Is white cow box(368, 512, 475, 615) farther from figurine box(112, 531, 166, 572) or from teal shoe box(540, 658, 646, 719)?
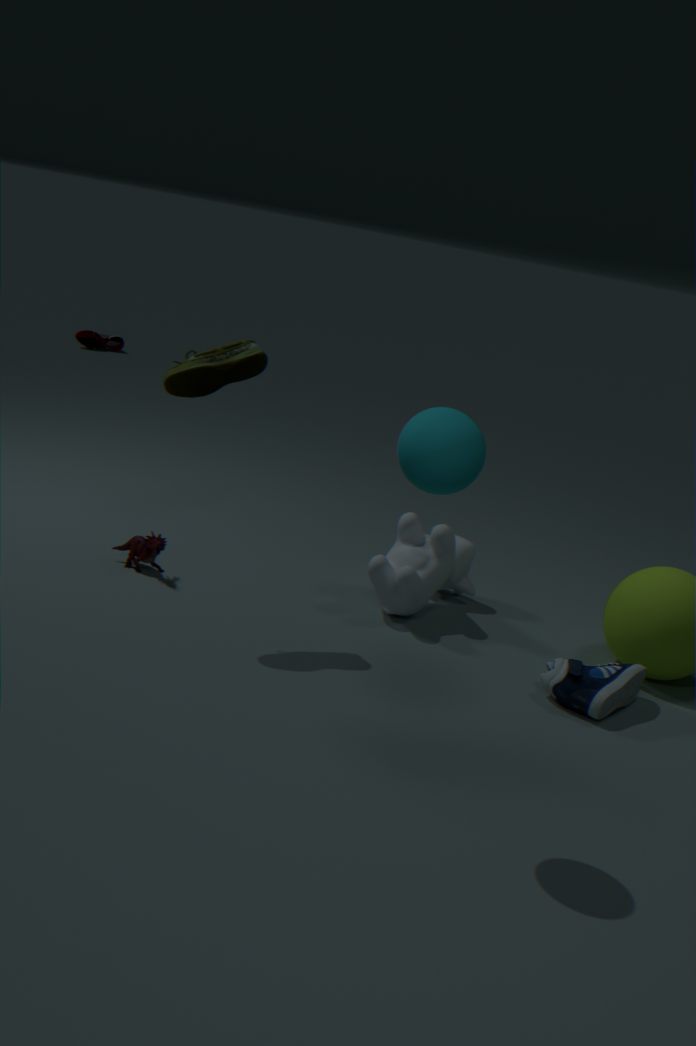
figurine box(112, 531, 166, 572)
